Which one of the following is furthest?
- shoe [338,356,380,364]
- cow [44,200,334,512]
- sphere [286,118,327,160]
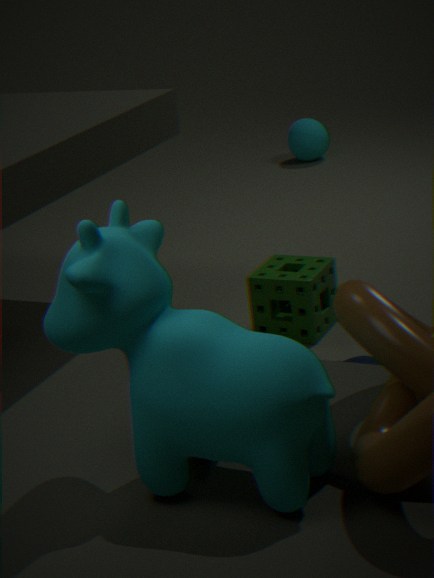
sphere [286,118,327,160]
